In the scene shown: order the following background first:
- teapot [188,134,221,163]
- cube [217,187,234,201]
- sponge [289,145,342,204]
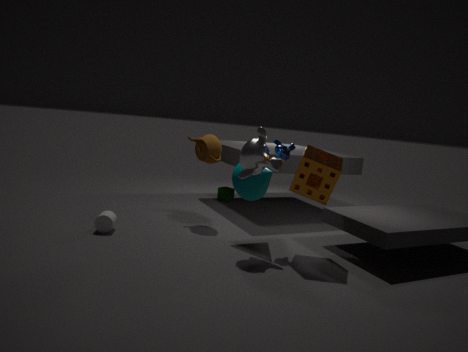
cube [217,187,234,201], teapot [188,134,221,163], sponge [289,145,342,204]
